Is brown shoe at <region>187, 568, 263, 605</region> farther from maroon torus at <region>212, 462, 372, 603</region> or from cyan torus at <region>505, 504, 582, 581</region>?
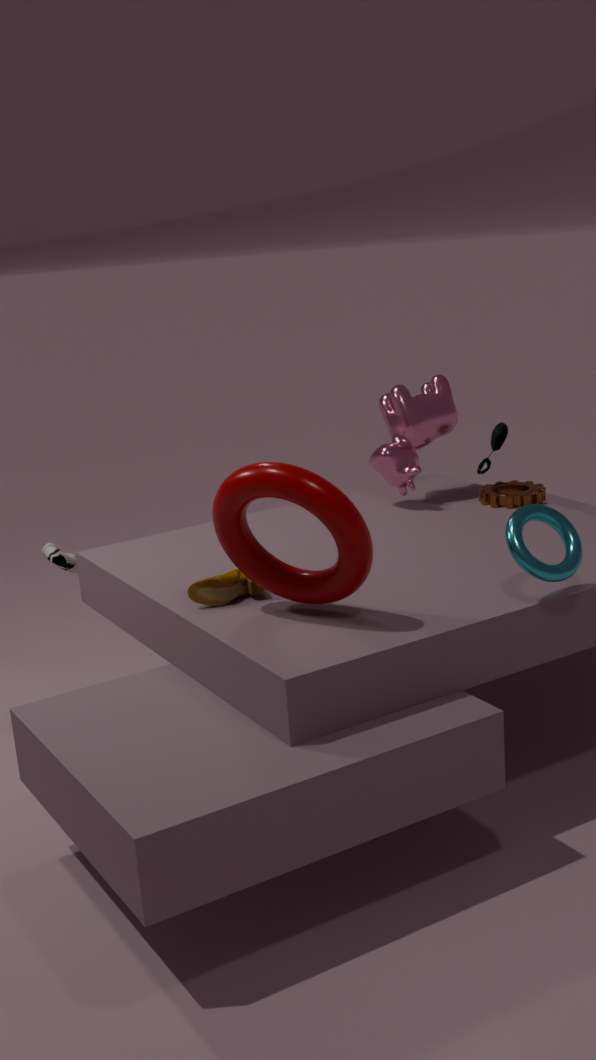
cyan torus at <region>505, 504, 582, 581</region>
